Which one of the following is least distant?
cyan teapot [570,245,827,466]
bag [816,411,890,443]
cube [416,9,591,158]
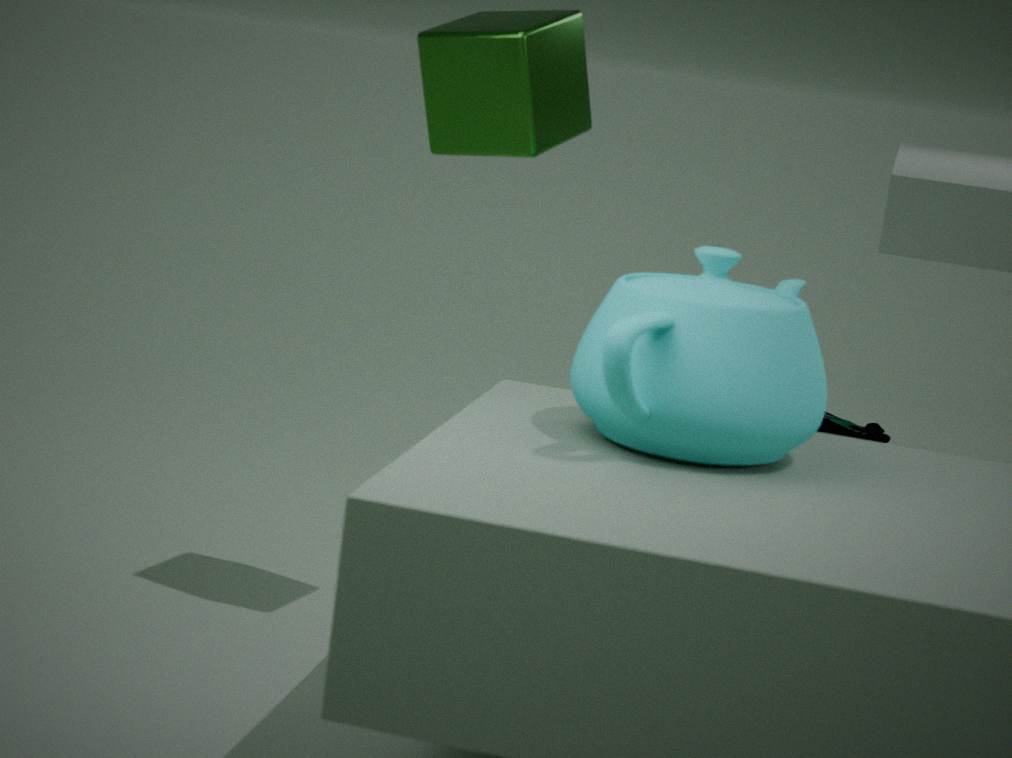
cyan teapot [570,245,827,466]
